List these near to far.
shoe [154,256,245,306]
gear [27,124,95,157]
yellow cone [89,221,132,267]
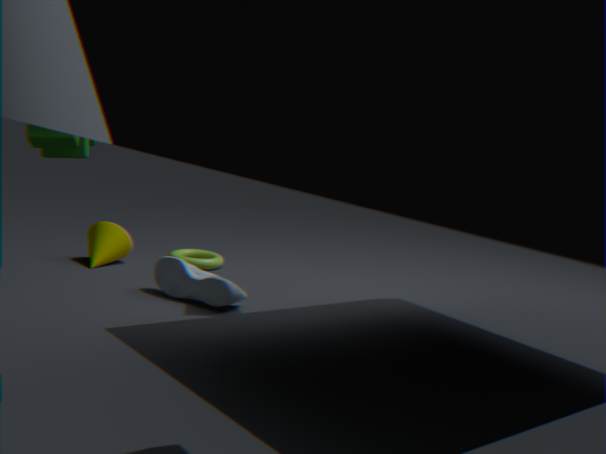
gear [27,124,95,157] → shoe [154,256,245,306] → yellow cone [89,221,132,267]
